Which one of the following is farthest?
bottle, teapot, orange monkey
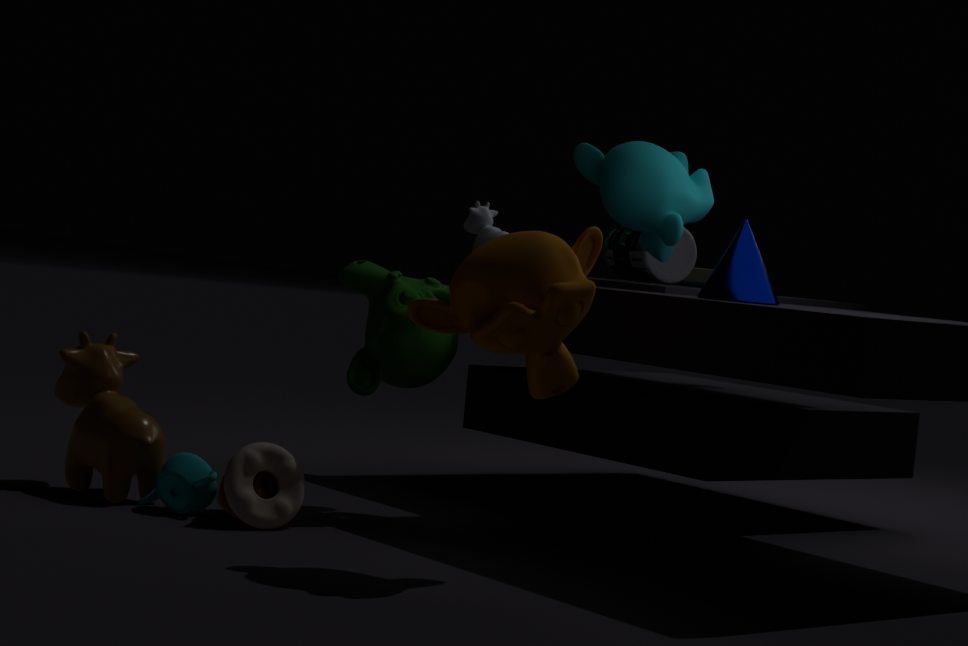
bottle
